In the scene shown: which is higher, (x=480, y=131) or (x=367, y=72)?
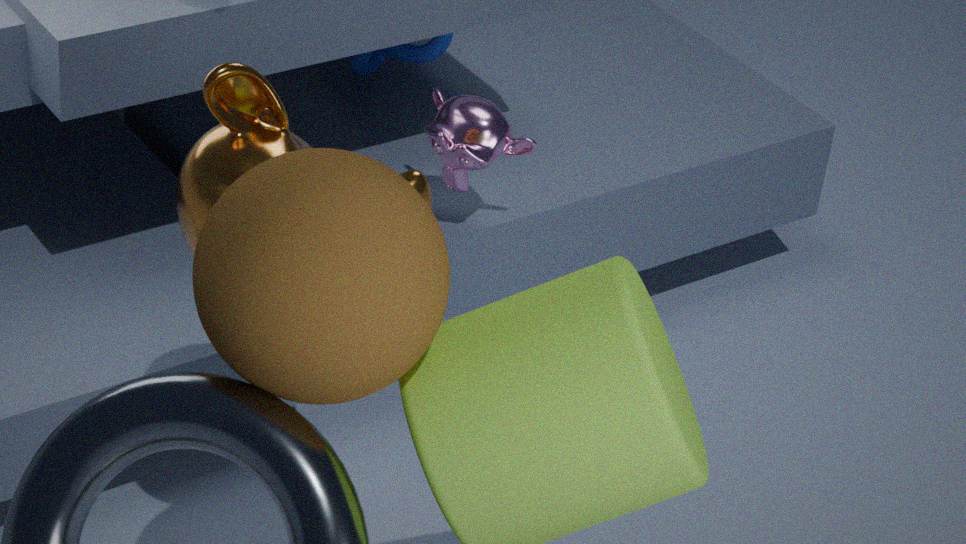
(x=480, y=131)
